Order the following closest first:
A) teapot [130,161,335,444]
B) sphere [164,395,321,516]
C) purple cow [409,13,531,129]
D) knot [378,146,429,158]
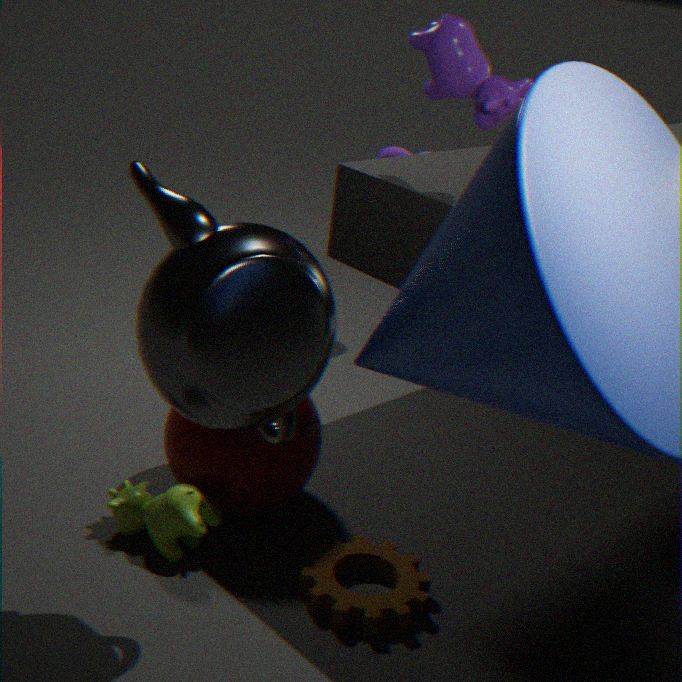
teapot [130,161,335,444], purple cow [409,13,531,129], sphere [164,395,321,516], knot [378,146,429,158]
